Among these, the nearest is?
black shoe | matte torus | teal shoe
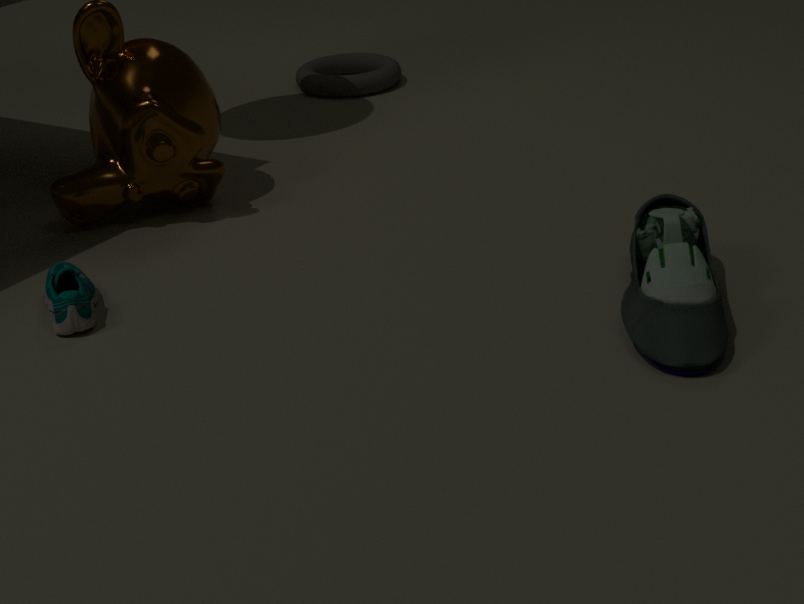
black shoe
